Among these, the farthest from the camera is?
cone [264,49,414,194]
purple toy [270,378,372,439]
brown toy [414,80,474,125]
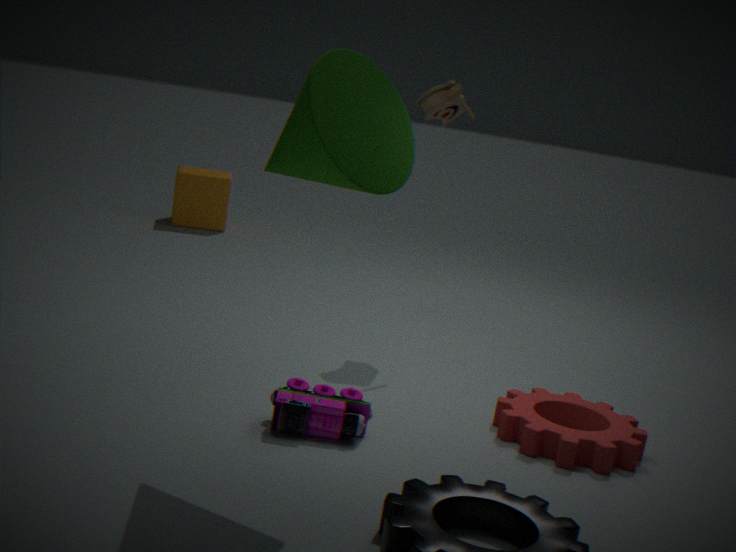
brown toy [414,80,474,125]
